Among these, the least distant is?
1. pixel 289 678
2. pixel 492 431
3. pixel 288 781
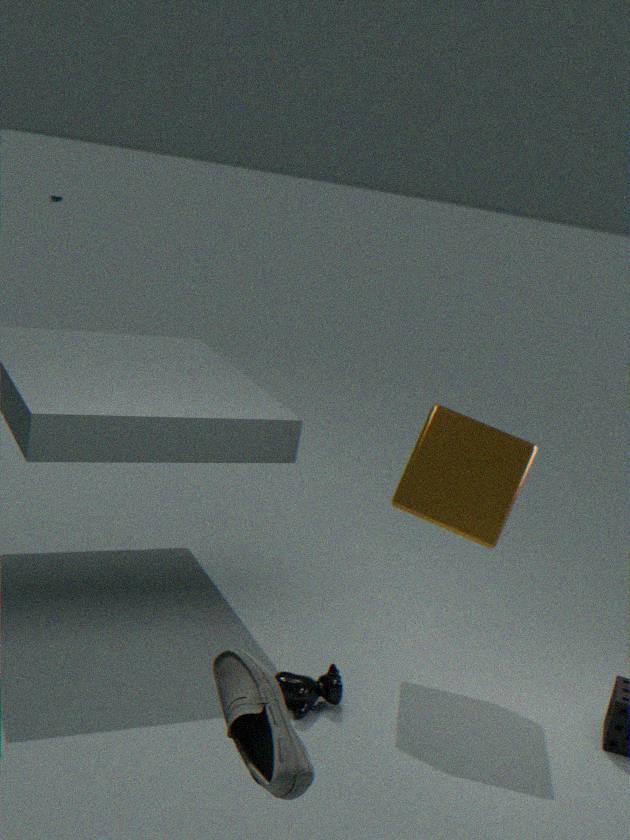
pixel 288 781
